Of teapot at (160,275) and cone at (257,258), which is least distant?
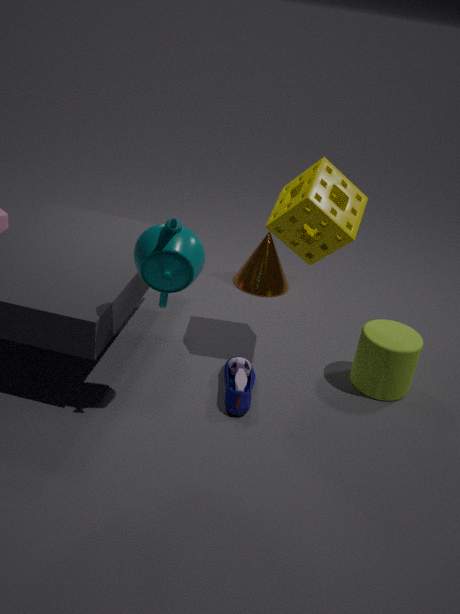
teapot at (160,275)
